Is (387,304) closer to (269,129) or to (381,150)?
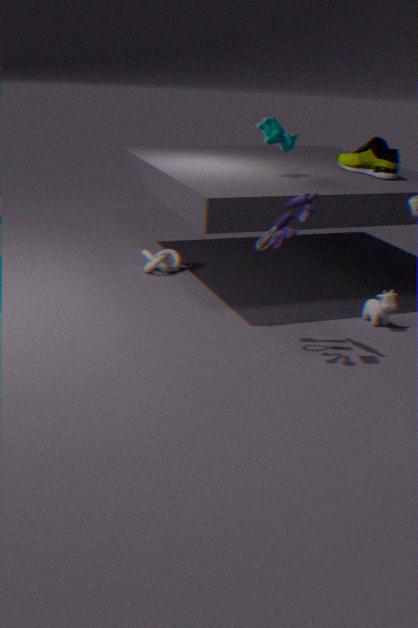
(381,150)
